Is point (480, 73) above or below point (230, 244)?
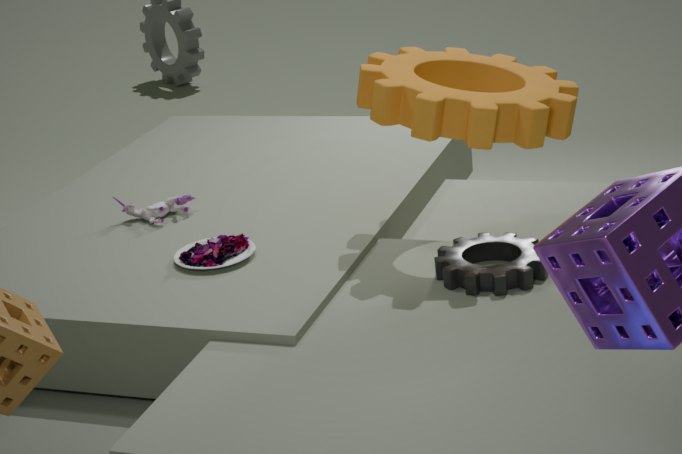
above
